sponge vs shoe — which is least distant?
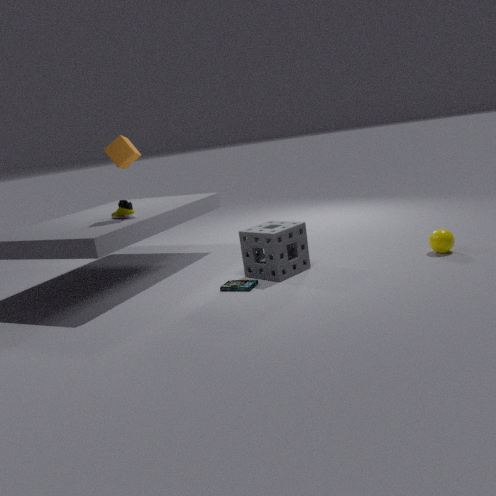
sponge
